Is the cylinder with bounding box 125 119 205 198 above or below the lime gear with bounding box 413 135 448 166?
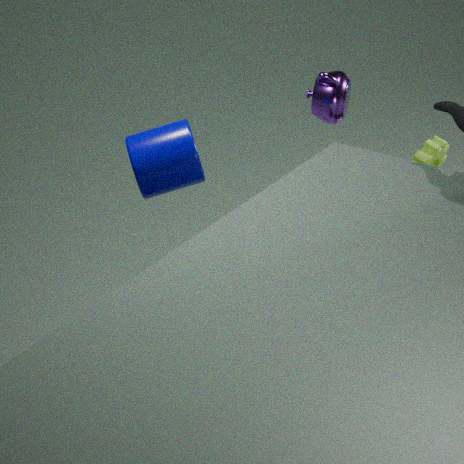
above
